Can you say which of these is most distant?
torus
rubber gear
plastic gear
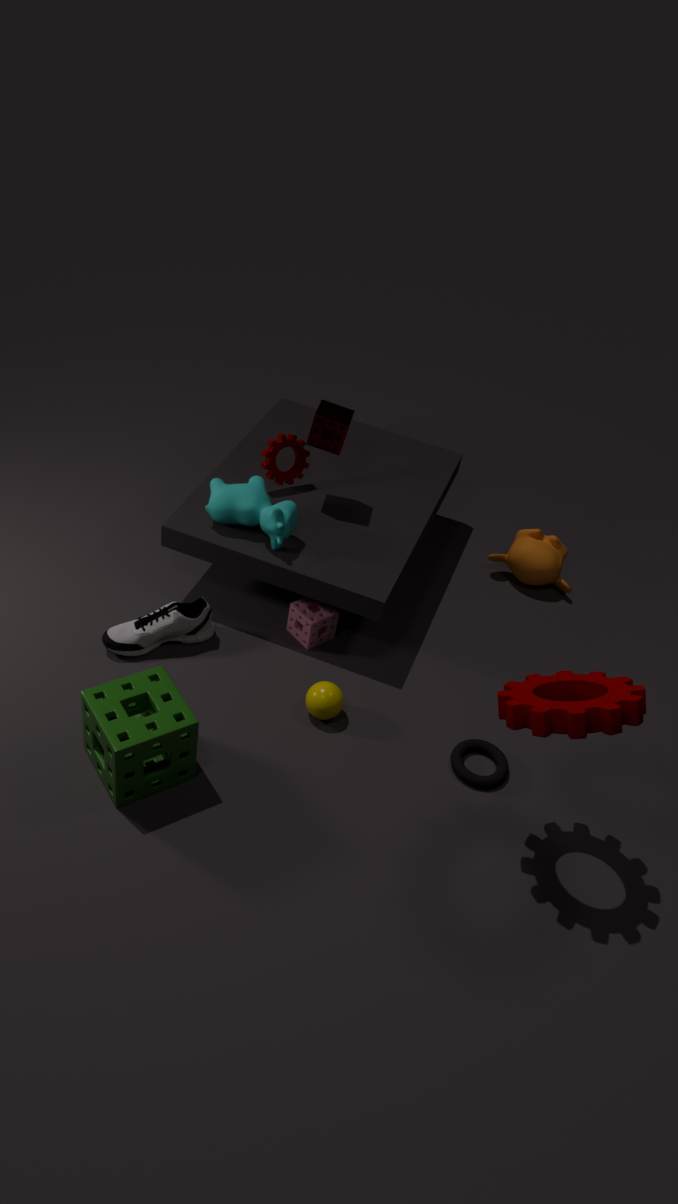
plastic gear
